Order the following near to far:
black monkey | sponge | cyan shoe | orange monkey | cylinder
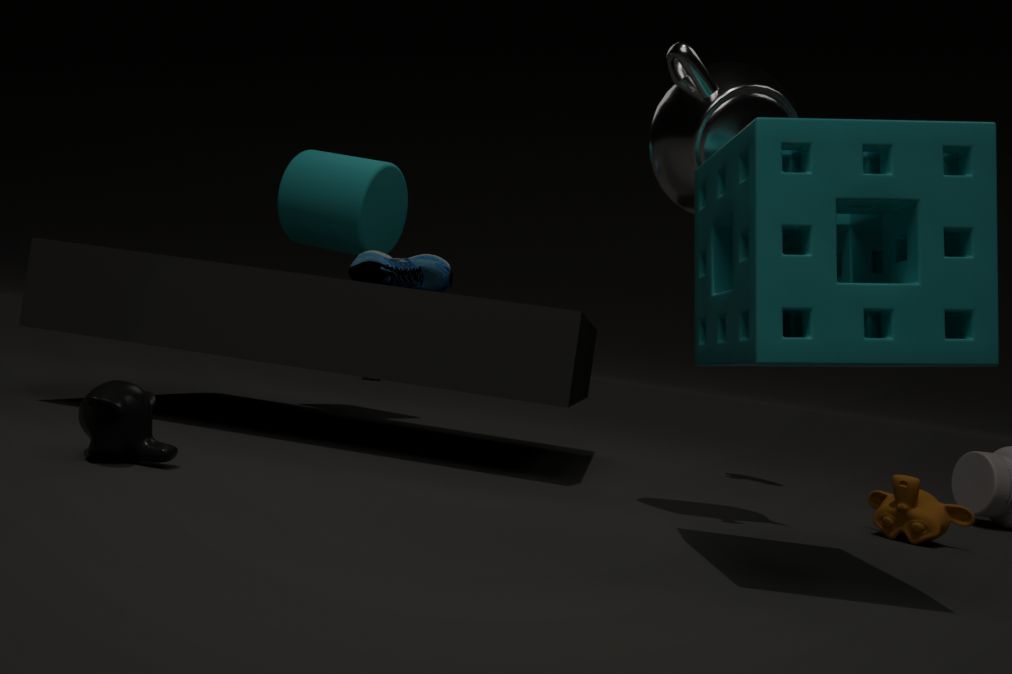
sponge
black monkey
orange monkey
cyan shoe
cylinder
